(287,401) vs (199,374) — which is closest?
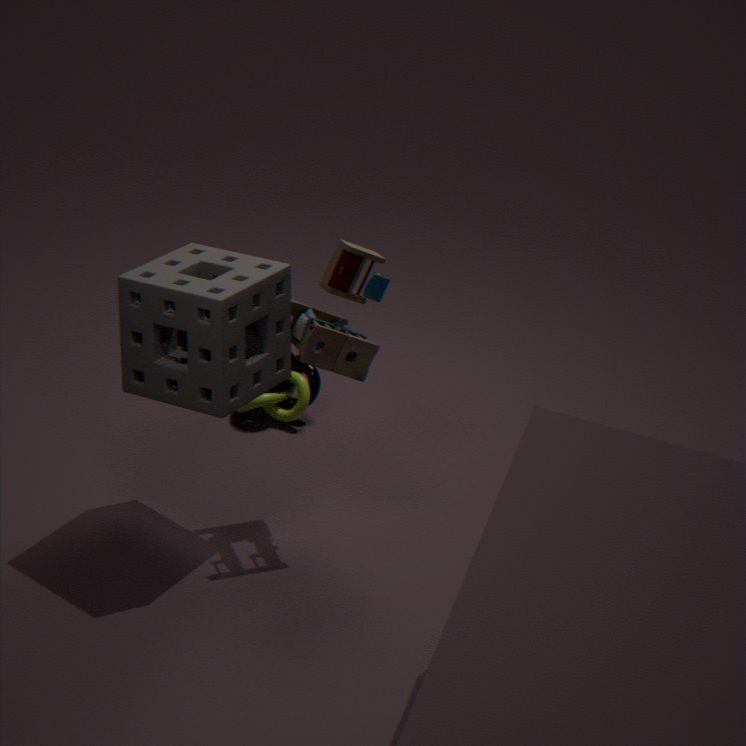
(199,374)
